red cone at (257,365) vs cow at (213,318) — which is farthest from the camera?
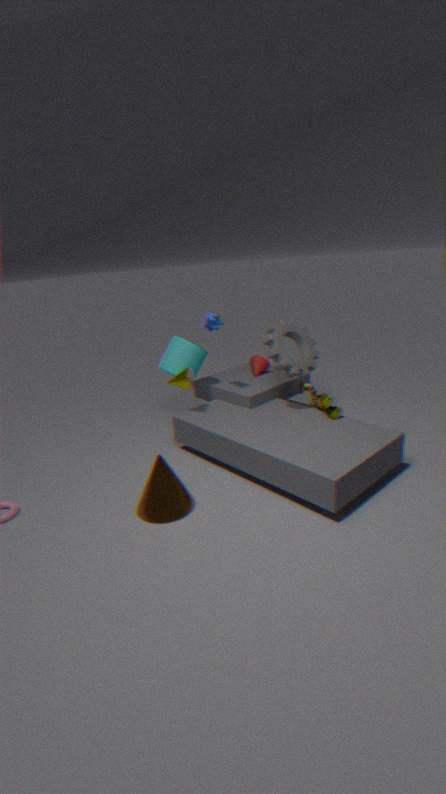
red cone at (257,365)
